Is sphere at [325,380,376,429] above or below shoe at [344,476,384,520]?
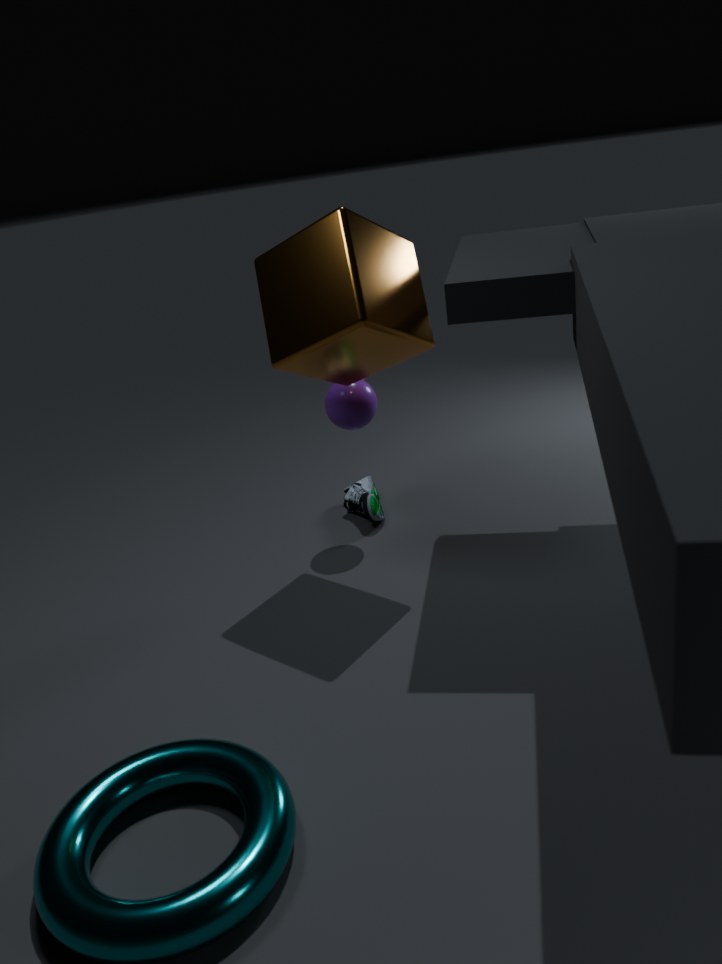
above
